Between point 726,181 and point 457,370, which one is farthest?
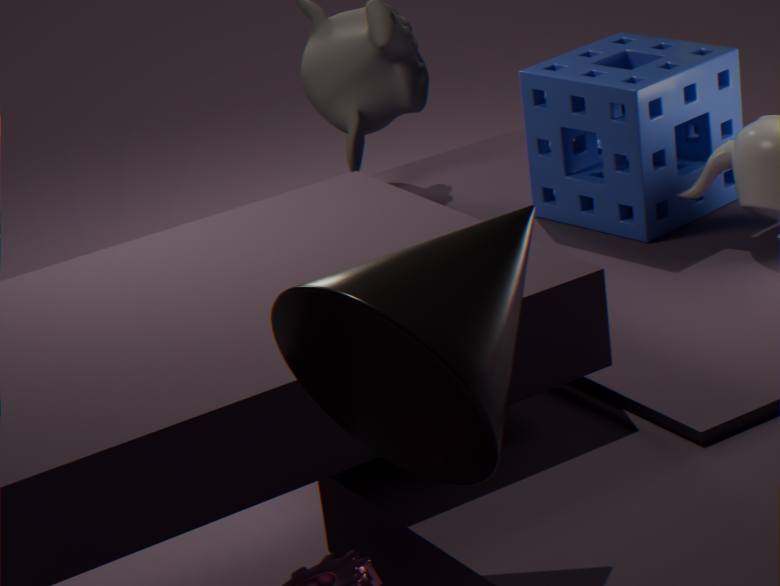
point 726,181
